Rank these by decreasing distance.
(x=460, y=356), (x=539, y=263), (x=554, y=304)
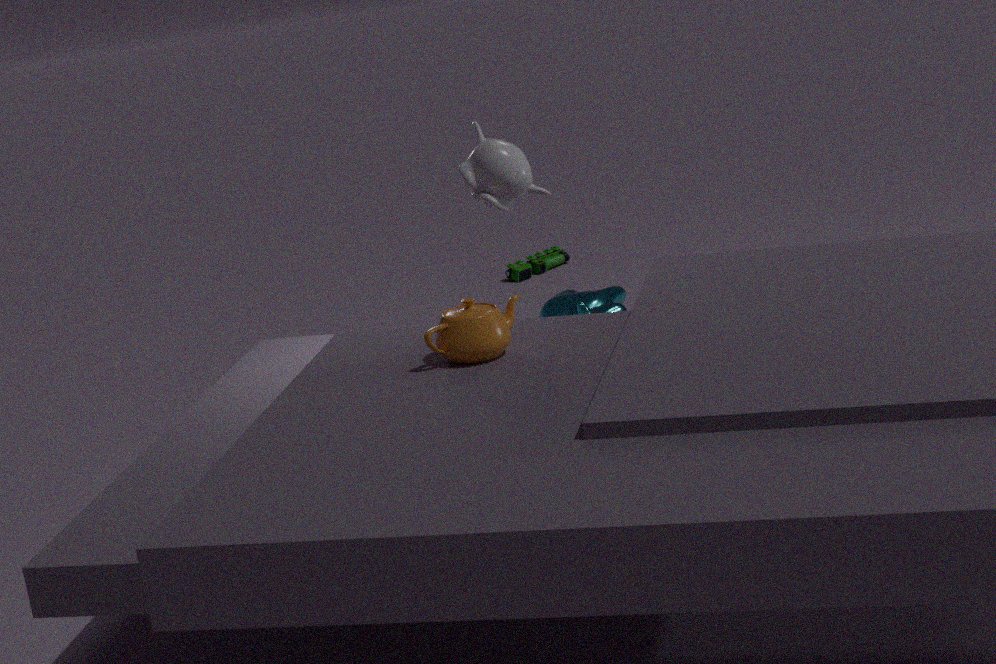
(x=539, y=263) → (x=554, y=304) → (x=460, y=356)
